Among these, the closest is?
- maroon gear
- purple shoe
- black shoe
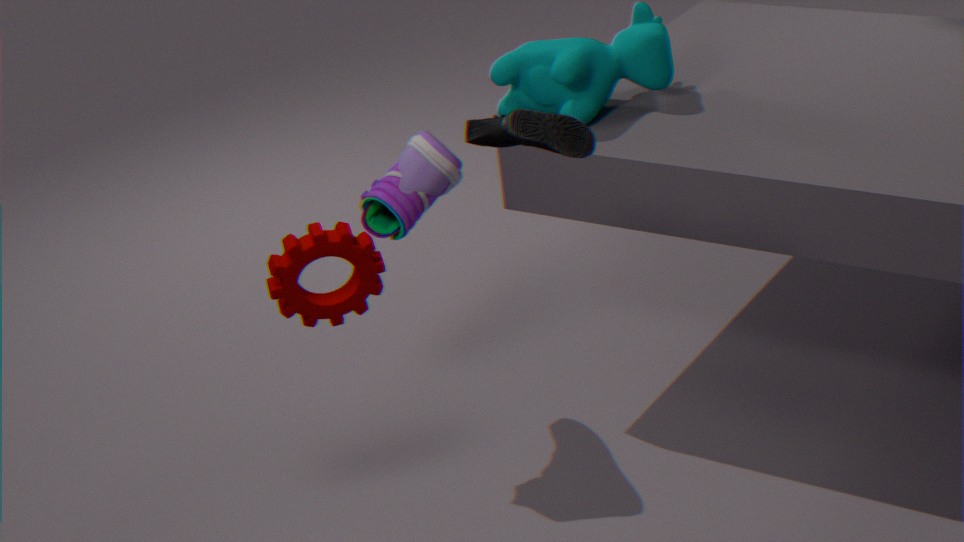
black shoe
